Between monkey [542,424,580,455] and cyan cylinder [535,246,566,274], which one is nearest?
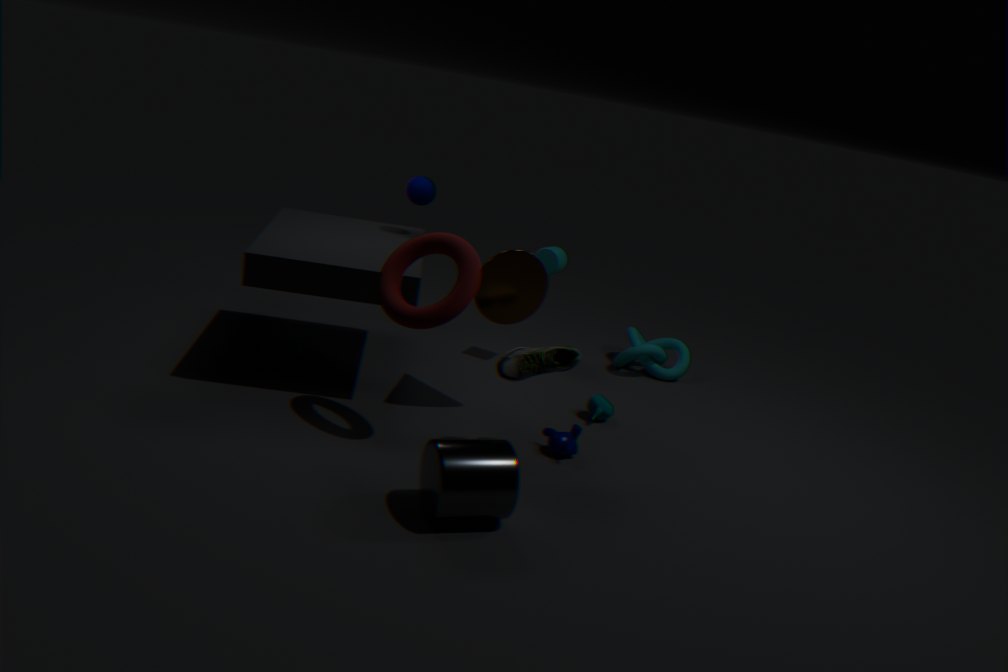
monkey [542,424,580,455]
